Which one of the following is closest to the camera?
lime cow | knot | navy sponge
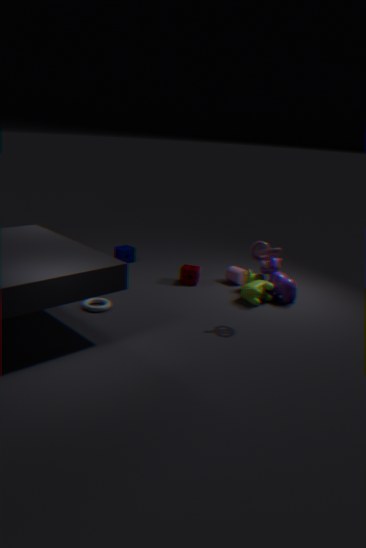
knot
